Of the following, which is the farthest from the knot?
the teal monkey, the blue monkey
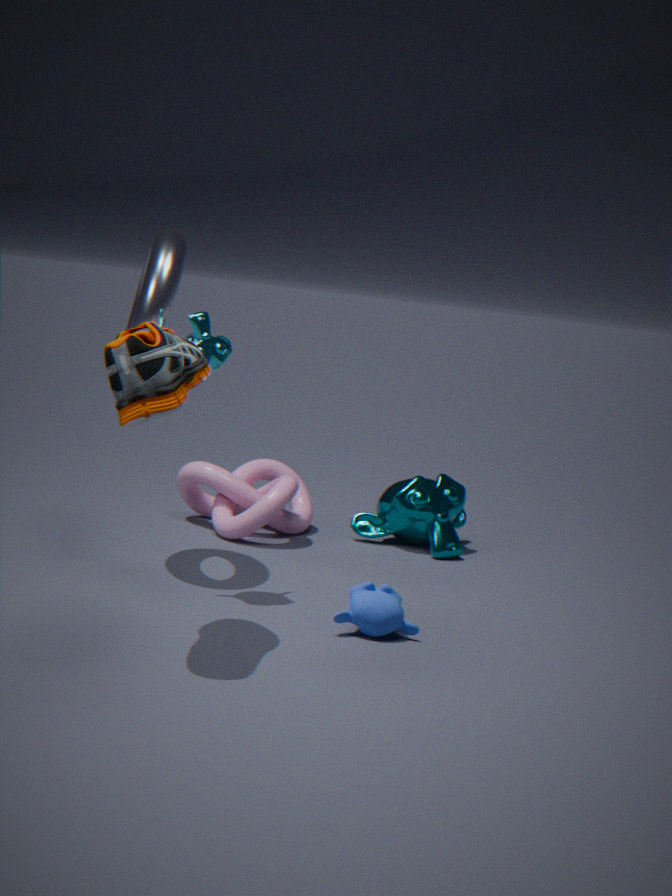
the blue monkey
